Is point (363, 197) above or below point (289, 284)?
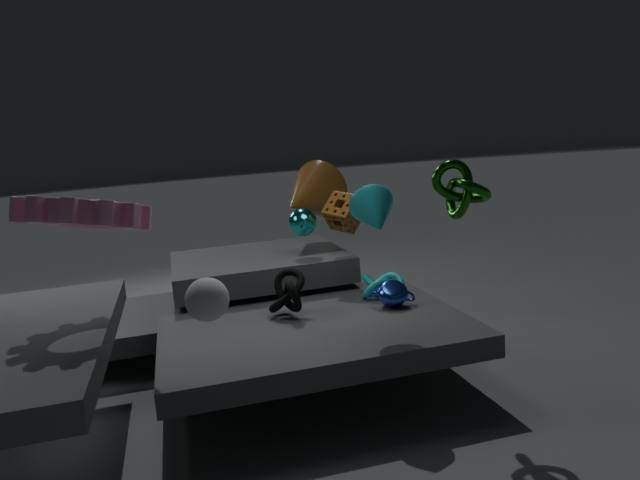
above
